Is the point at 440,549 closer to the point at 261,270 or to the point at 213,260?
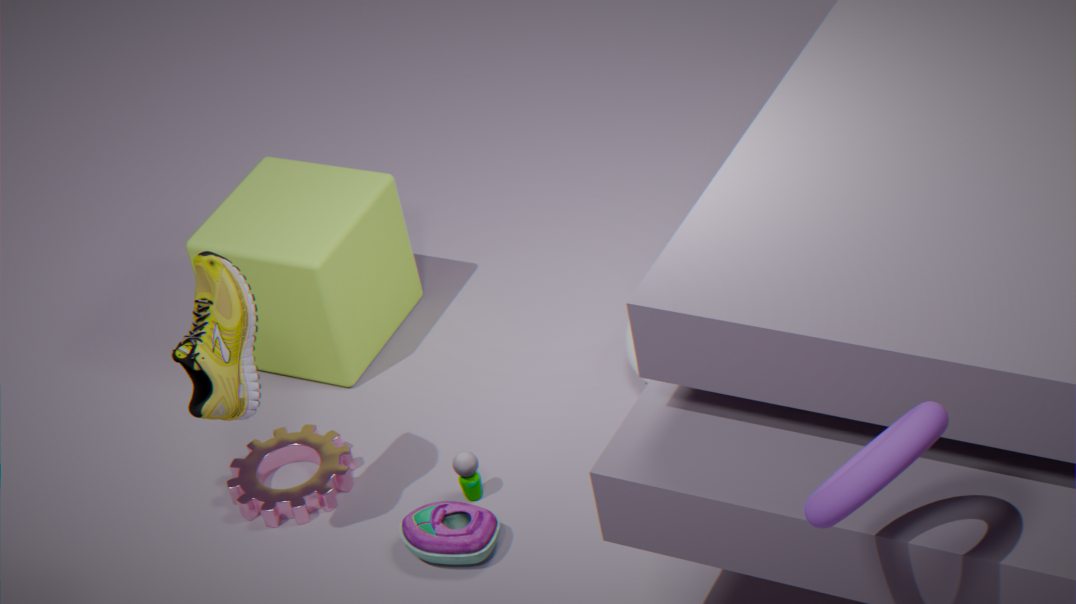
the point at 213,260
